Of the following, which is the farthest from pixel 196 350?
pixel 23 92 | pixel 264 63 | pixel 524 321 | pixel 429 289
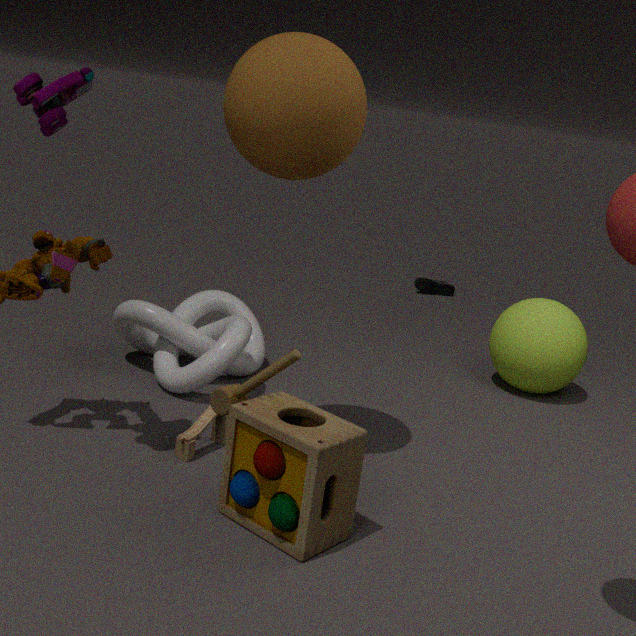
pixel 429 289
